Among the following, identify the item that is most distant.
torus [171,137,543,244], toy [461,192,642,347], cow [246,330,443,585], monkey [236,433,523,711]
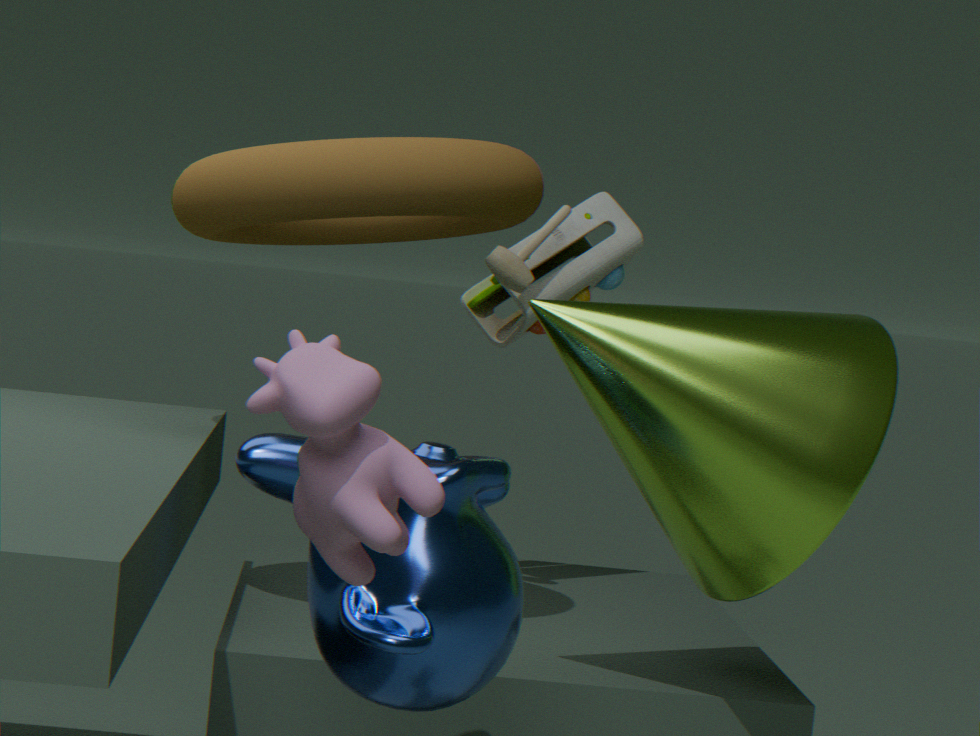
toy [461,192,642,347]
